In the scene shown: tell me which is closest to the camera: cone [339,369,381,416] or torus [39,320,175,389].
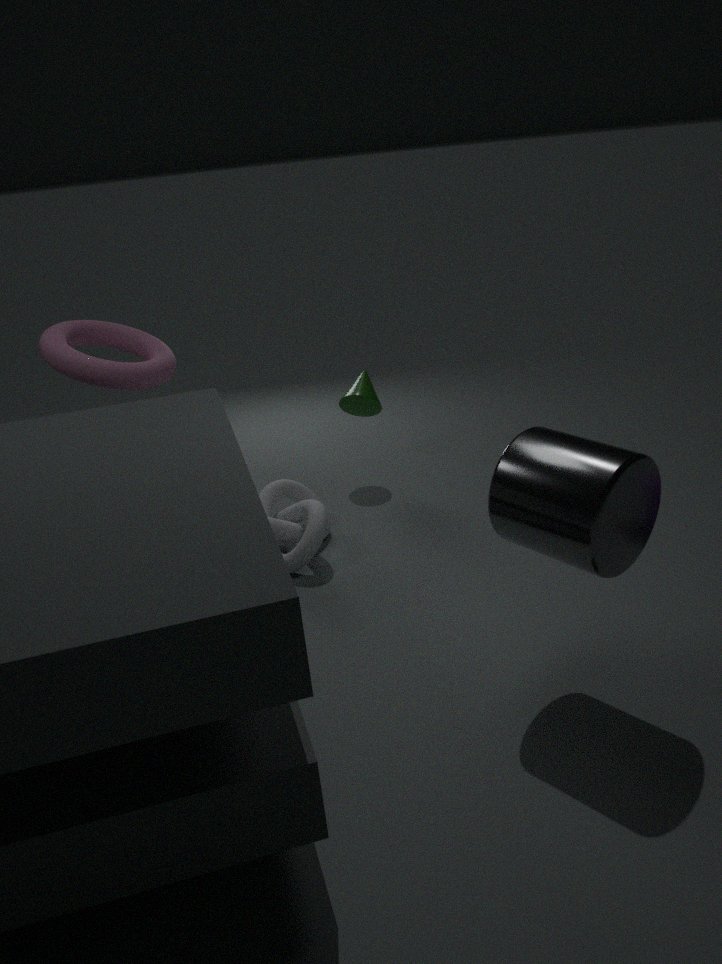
torus [39,320,175,389]
